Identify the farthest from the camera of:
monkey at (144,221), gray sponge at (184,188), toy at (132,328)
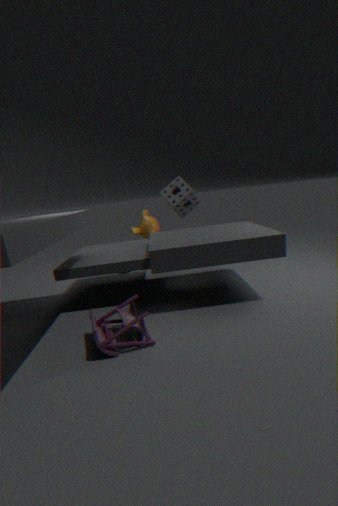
monkey at (144,221)
